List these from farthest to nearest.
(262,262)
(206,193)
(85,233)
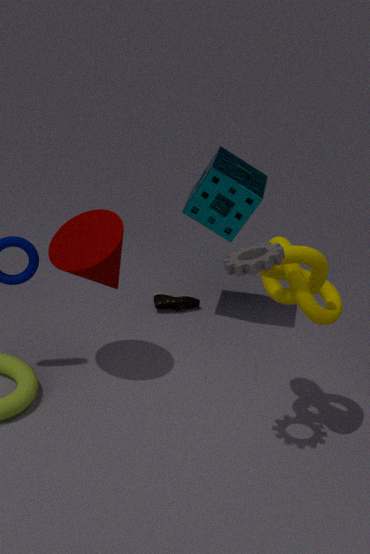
(206,193), (85,233), (262,262)
